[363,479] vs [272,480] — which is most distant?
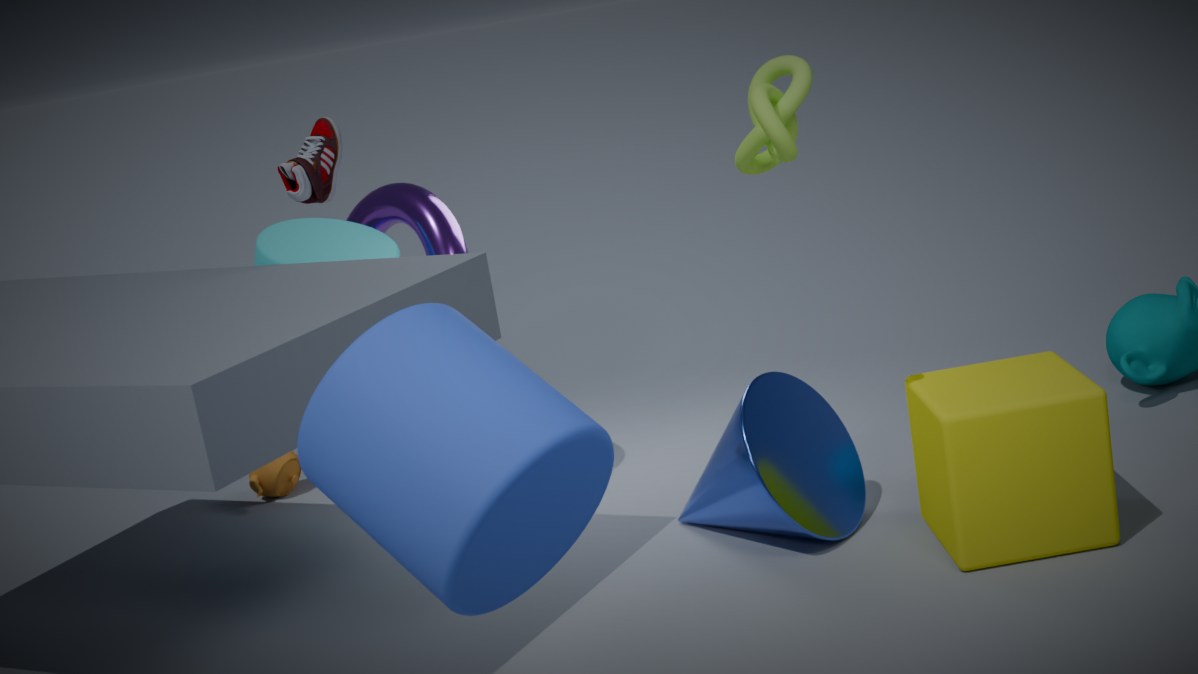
[272,480]
